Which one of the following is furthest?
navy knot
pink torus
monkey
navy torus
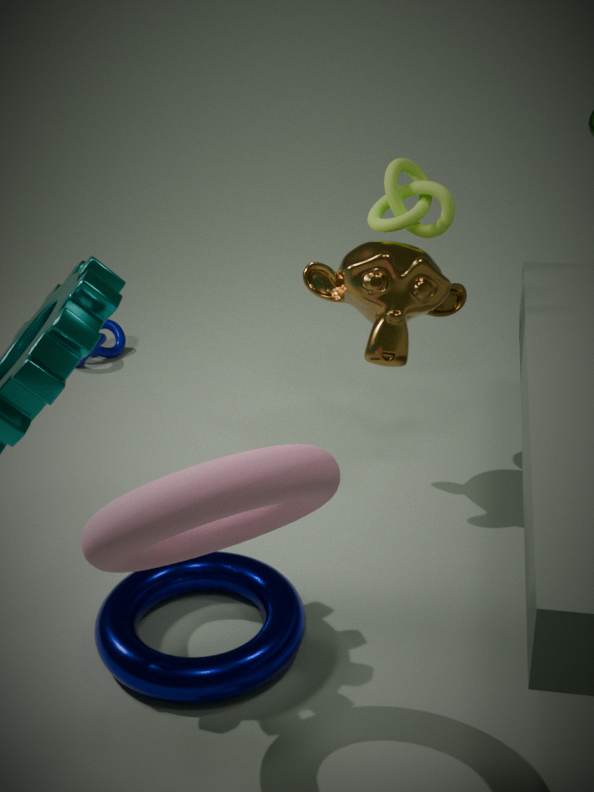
navy knot
